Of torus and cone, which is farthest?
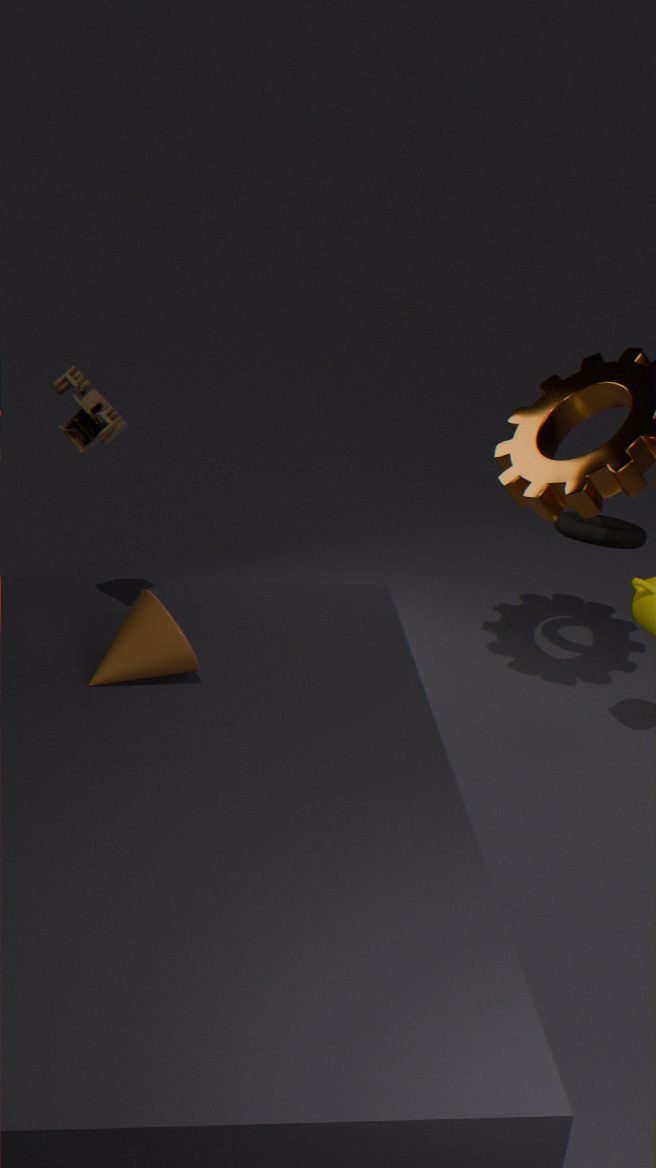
torus
